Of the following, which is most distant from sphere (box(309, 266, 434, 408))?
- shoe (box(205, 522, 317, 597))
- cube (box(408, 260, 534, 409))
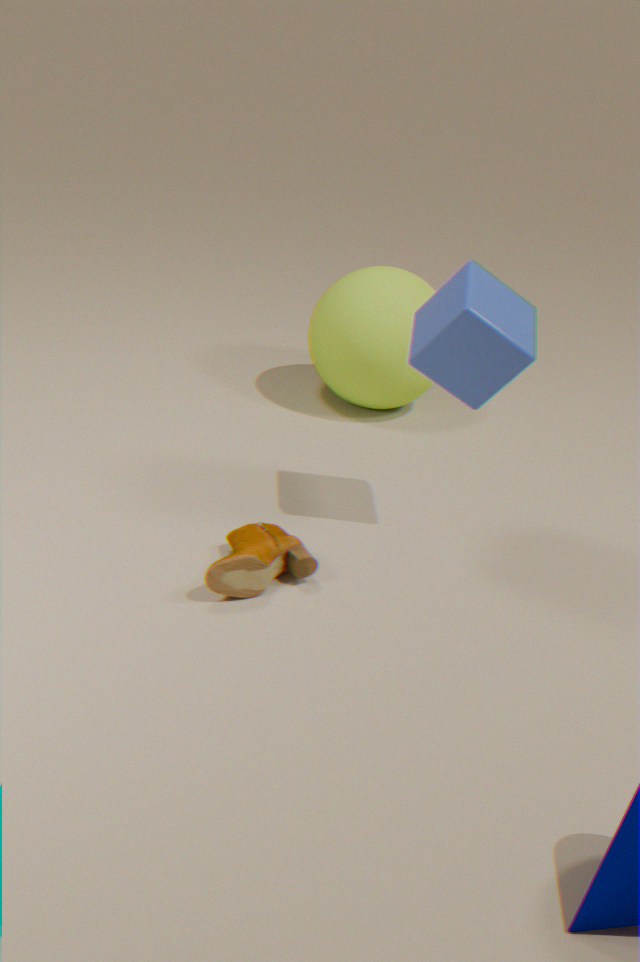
shoe (box(205, 522, 317, 597))
